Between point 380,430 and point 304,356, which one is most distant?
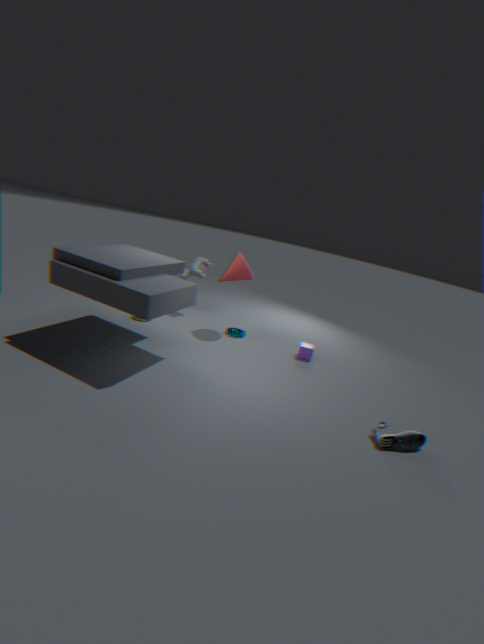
point 304,356
